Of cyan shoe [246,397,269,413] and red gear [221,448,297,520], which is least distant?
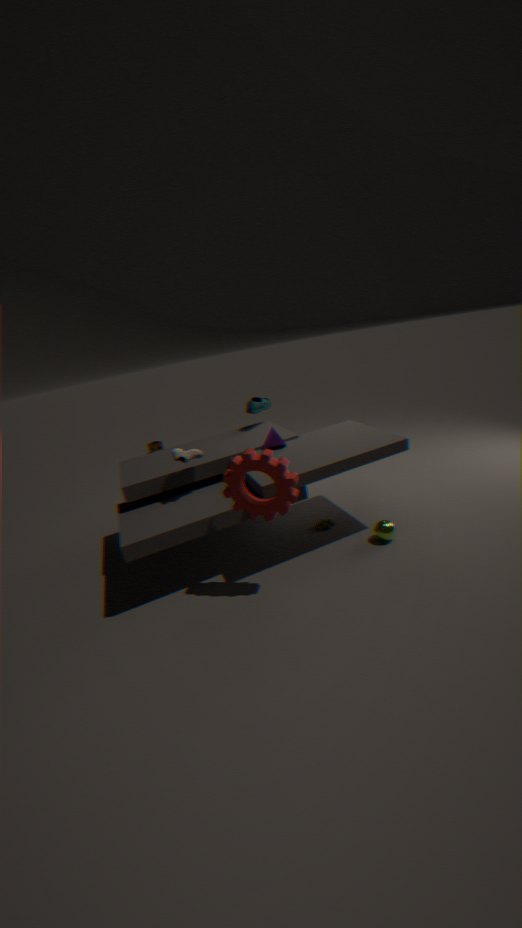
red gear [221,448,297,520]
